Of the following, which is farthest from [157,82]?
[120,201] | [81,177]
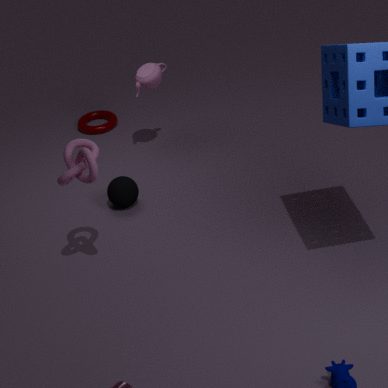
[81,177]
